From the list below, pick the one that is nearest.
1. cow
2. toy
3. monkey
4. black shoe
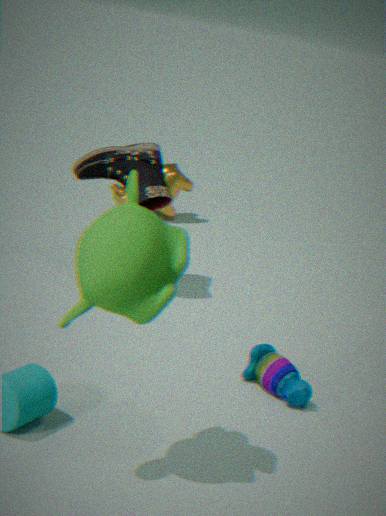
monkey
